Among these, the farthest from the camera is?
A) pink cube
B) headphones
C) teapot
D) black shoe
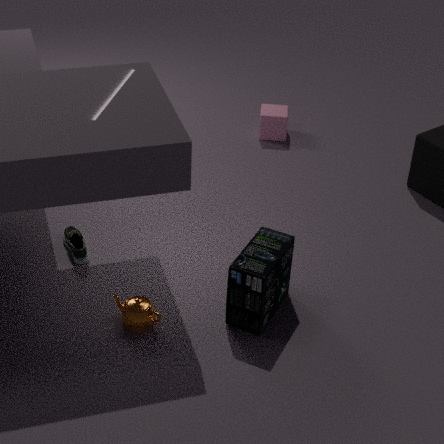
pink cube
